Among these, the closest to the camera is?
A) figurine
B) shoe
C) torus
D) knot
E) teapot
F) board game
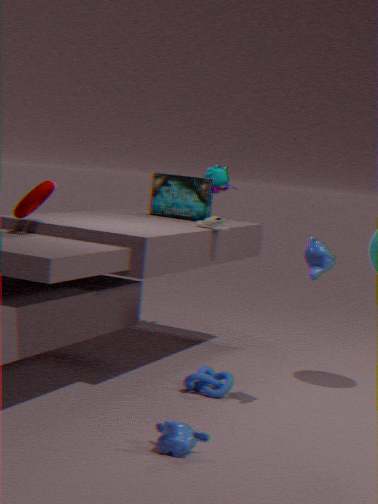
torus
